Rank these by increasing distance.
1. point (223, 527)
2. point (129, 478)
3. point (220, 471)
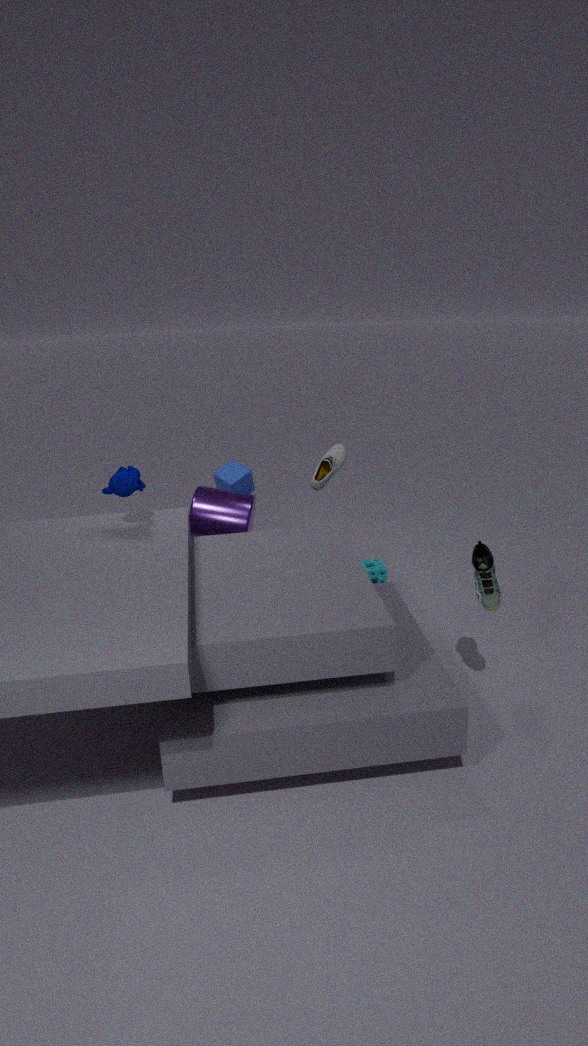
point (129, 478) → point (223, 527) → point (220, 471)
